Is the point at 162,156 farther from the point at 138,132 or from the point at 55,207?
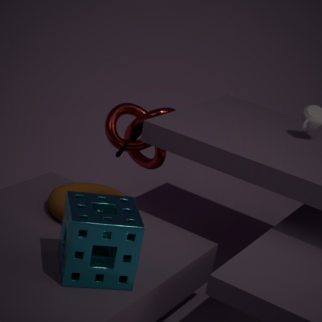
the point at 55,207
